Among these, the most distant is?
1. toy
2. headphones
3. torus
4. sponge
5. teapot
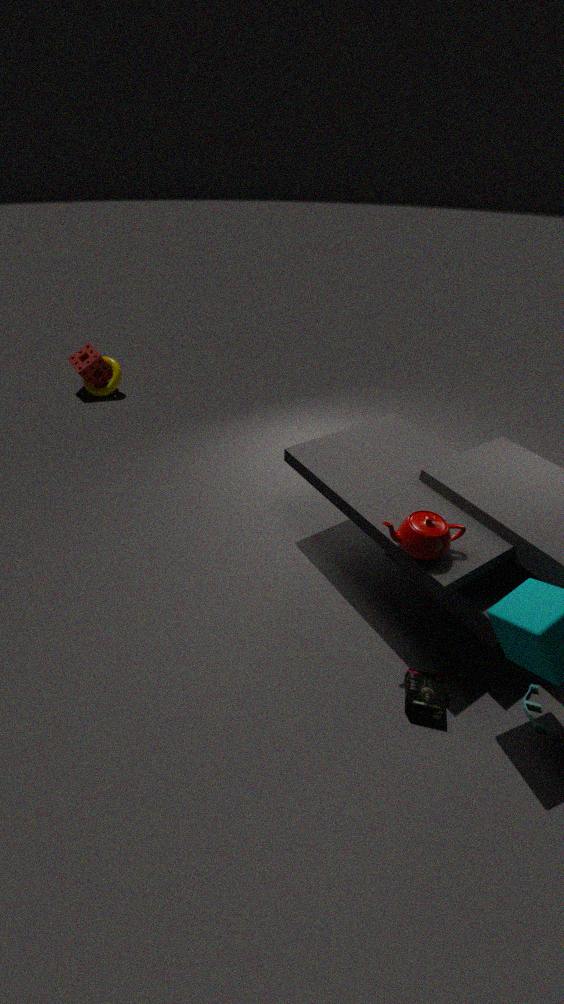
torus
